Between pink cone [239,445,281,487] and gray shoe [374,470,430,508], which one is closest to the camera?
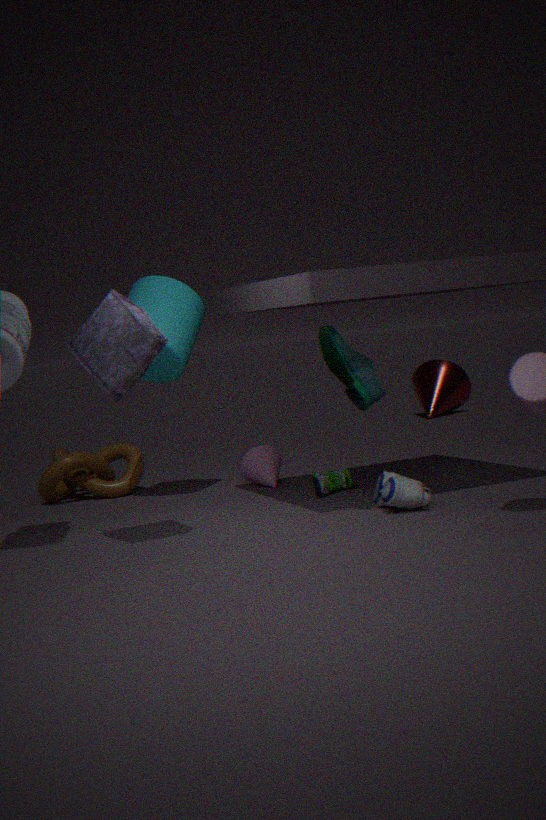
gray shoe [374,470,430,508]
